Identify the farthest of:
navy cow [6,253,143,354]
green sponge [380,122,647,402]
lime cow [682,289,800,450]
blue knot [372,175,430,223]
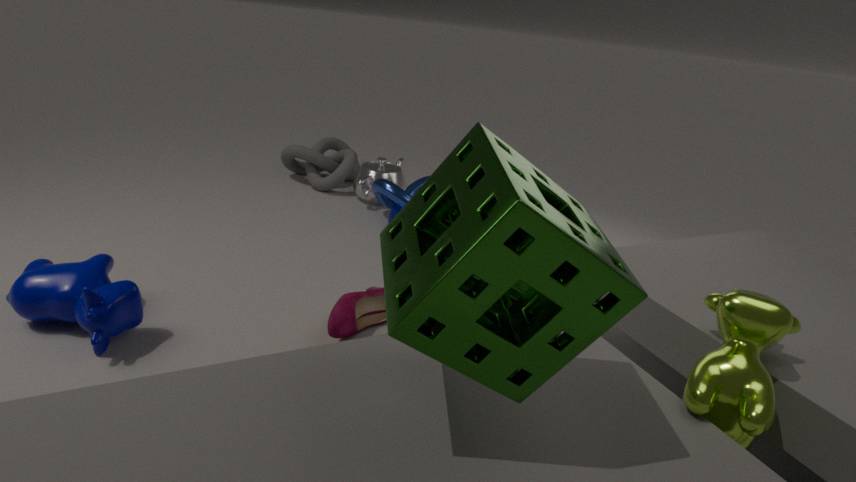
blue knot [372,175,430,223]
